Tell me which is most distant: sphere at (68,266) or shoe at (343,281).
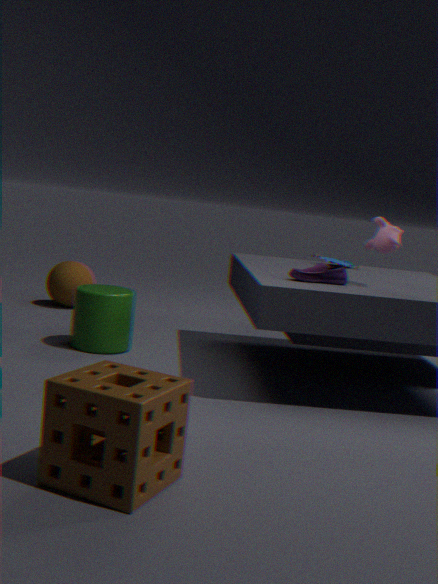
sphere at (68,266)
